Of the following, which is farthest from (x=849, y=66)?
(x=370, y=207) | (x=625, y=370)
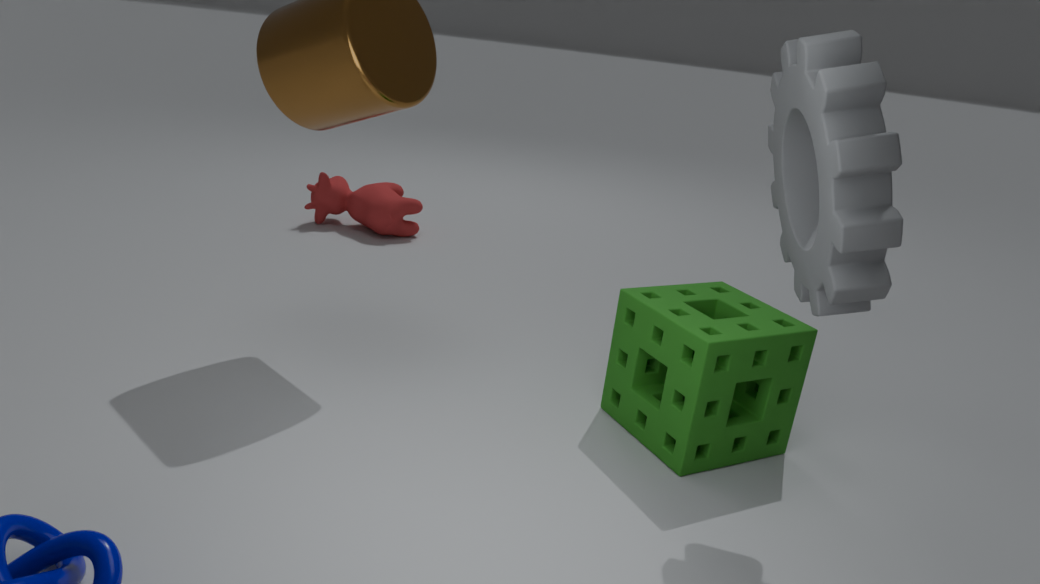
(x=370, y=207)
